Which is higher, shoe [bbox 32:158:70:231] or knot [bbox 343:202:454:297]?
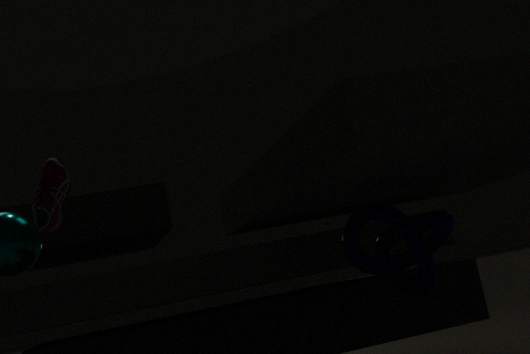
shoe [bbox 32:158:70:231]
